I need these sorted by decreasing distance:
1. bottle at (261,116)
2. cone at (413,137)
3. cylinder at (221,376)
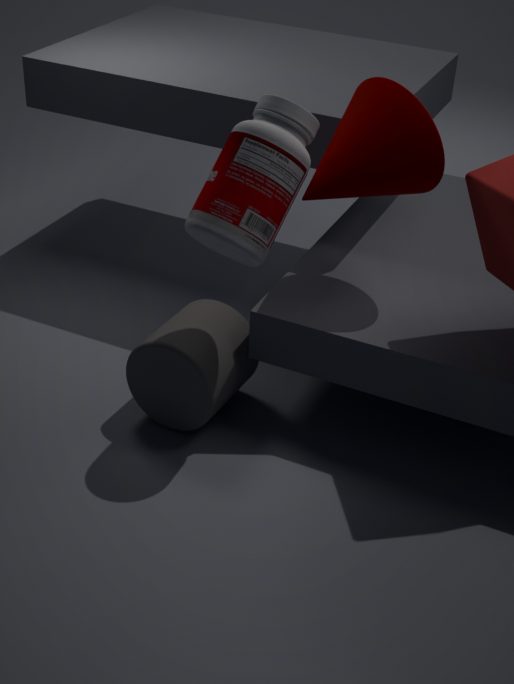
cylinder at (221,376)
cone at (413,137)
bottle at (261,116)
